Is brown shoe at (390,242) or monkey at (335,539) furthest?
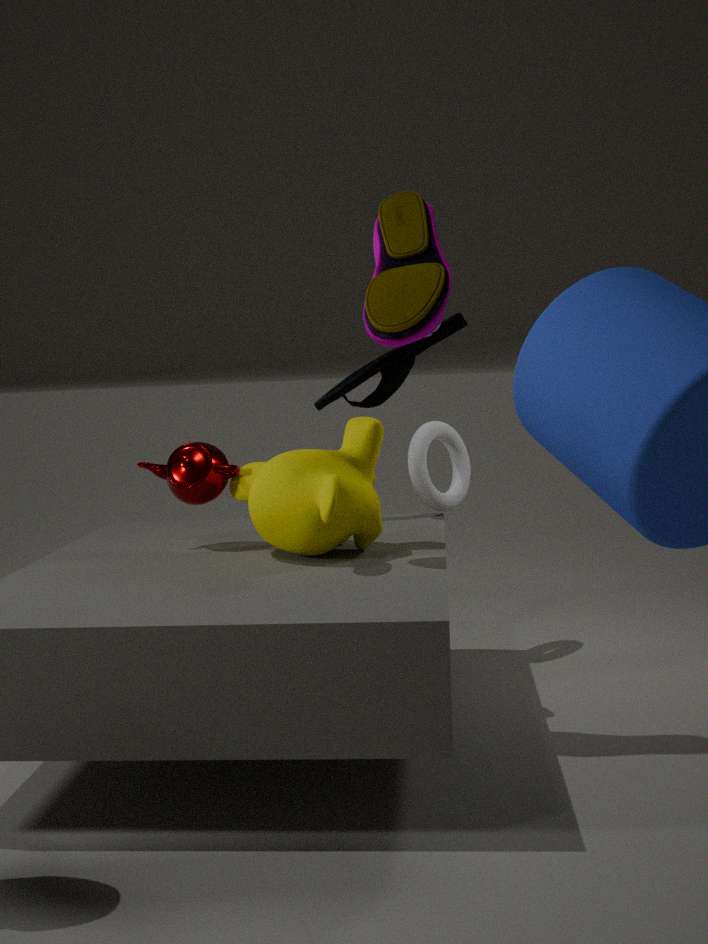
monkey at (335,539)
